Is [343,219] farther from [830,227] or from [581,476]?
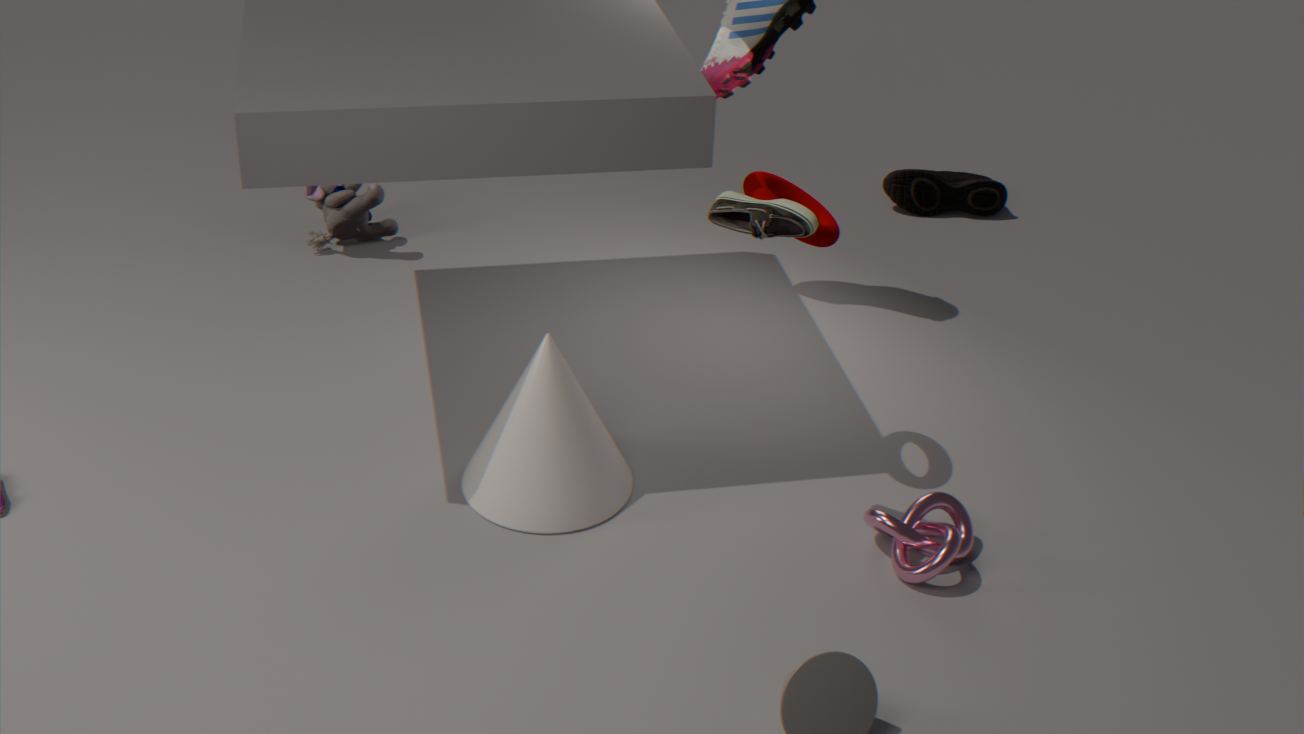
[830,227]
